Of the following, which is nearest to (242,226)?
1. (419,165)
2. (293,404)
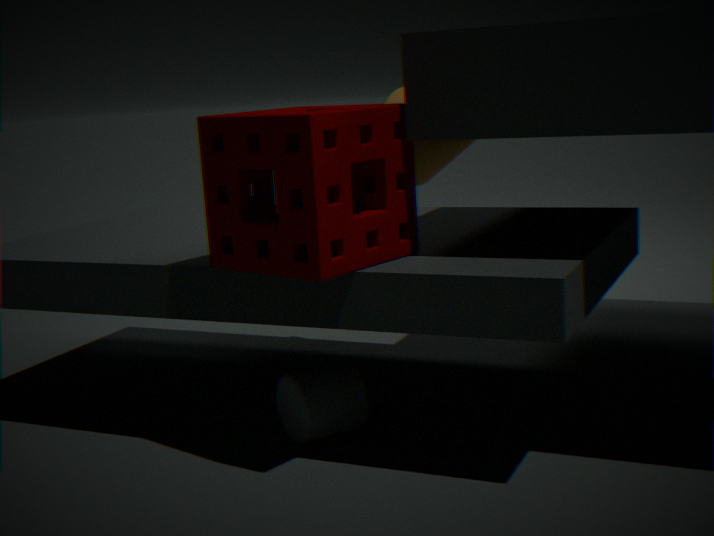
(293,404)
